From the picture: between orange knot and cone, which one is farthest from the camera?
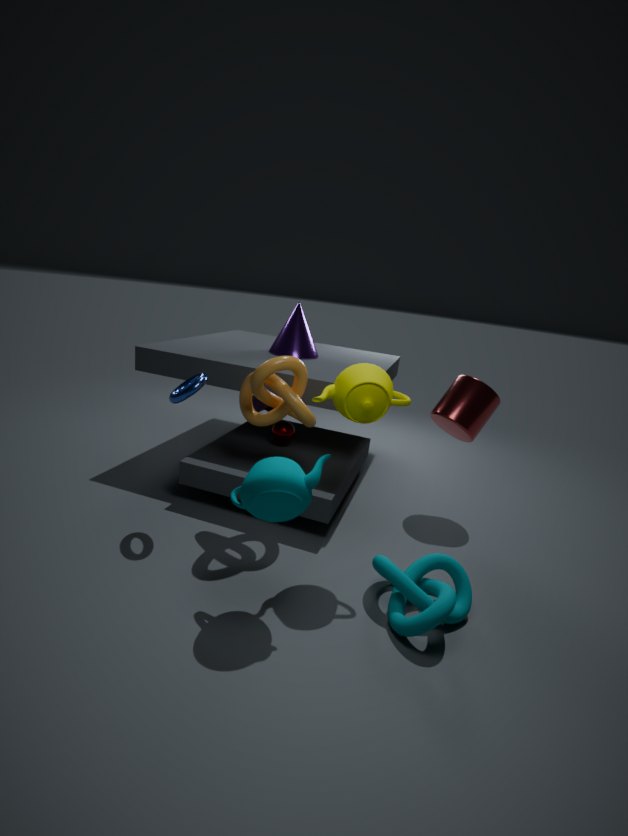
cone
